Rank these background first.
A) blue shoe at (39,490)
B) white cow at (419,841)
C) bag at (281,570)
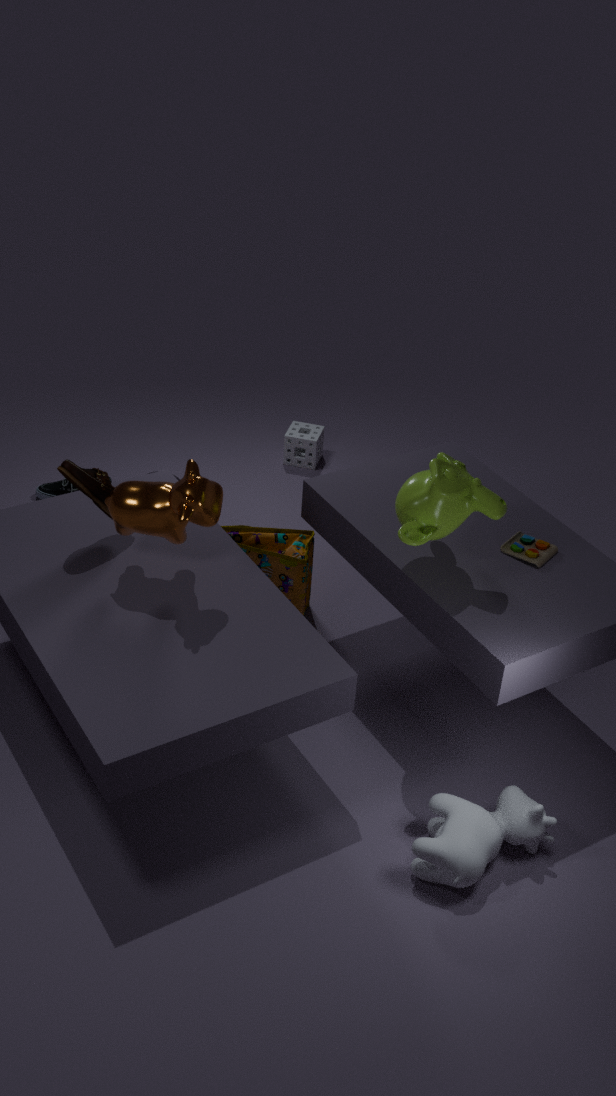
blue shoe at (39,490), bag at (281,570), white cow at (419,841)
